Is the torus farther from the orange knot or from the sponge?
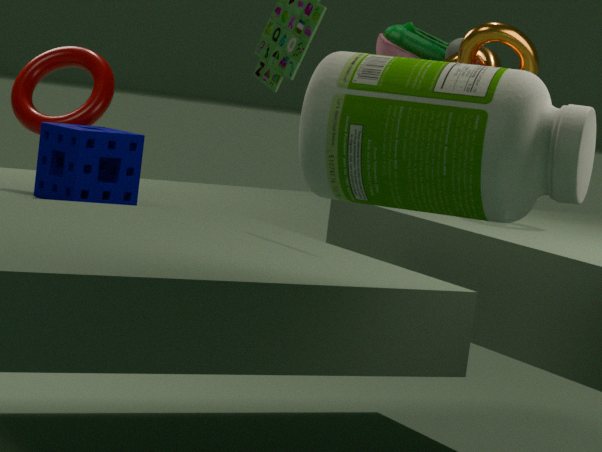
the orange knot
